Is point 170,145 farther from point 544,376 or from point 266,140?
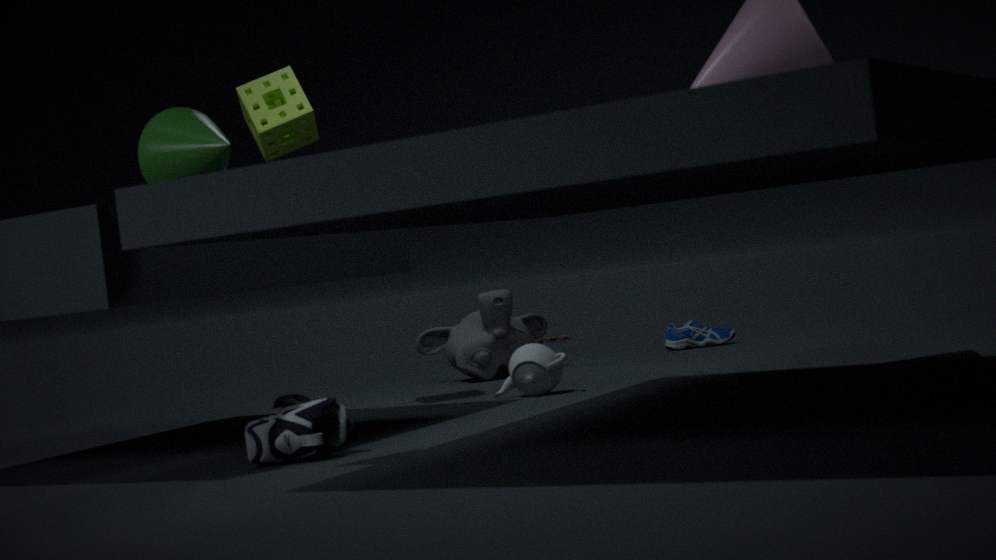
point 544,376
